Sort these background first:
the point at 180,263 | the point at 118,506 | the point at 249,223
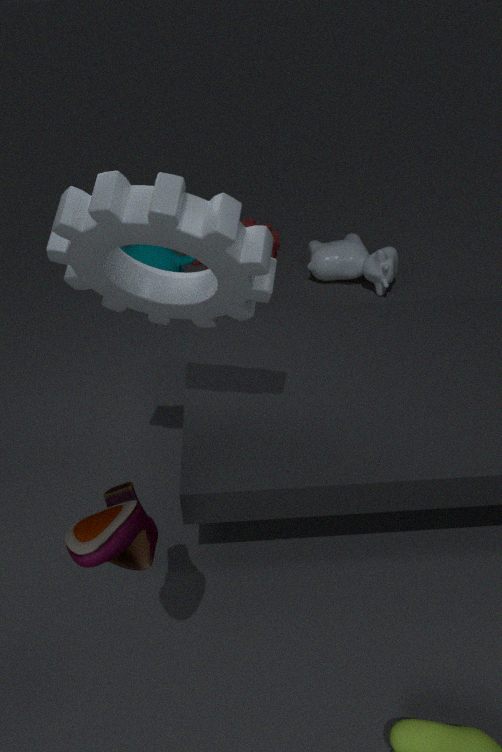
the point at 249,223 < the point at 180,263 < the point at 118,506
